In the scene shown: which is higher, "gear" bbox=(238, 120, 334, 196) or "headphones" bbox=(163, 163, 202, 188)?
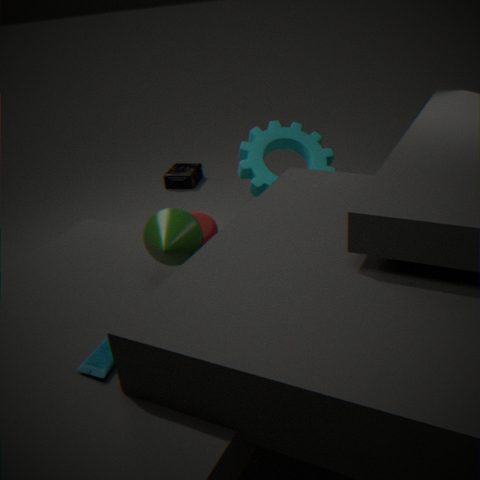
Answer: "gear" bbox=(238, 120, 334, 196)
